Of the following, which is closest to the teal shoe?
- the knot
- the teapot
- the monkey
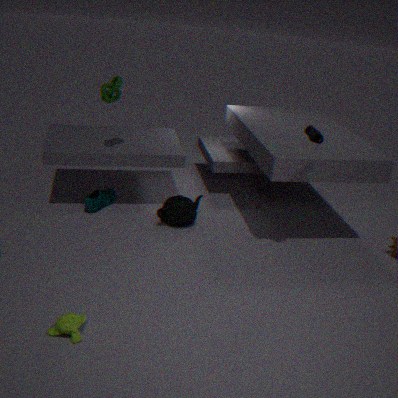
the teapot
